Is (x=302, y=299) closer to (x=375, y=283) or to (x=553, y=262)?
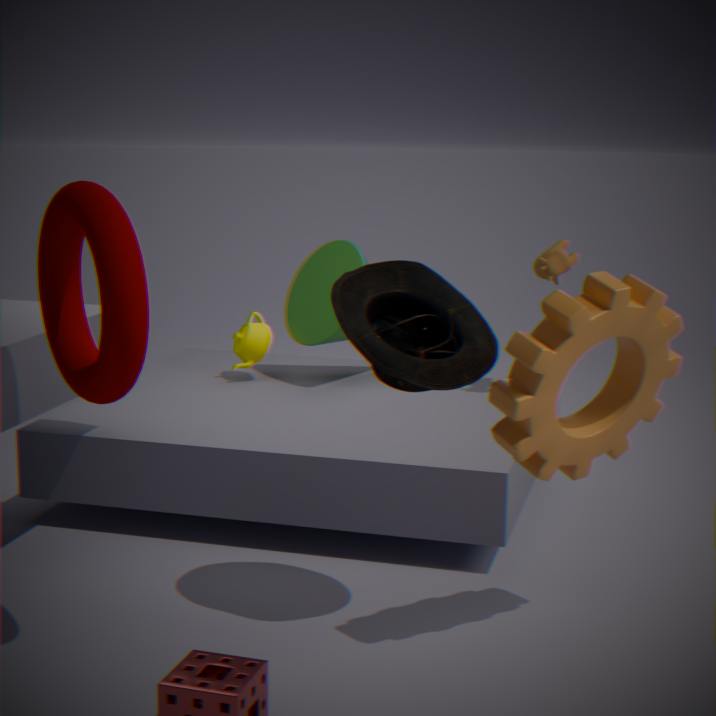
(x=553, y=262)
